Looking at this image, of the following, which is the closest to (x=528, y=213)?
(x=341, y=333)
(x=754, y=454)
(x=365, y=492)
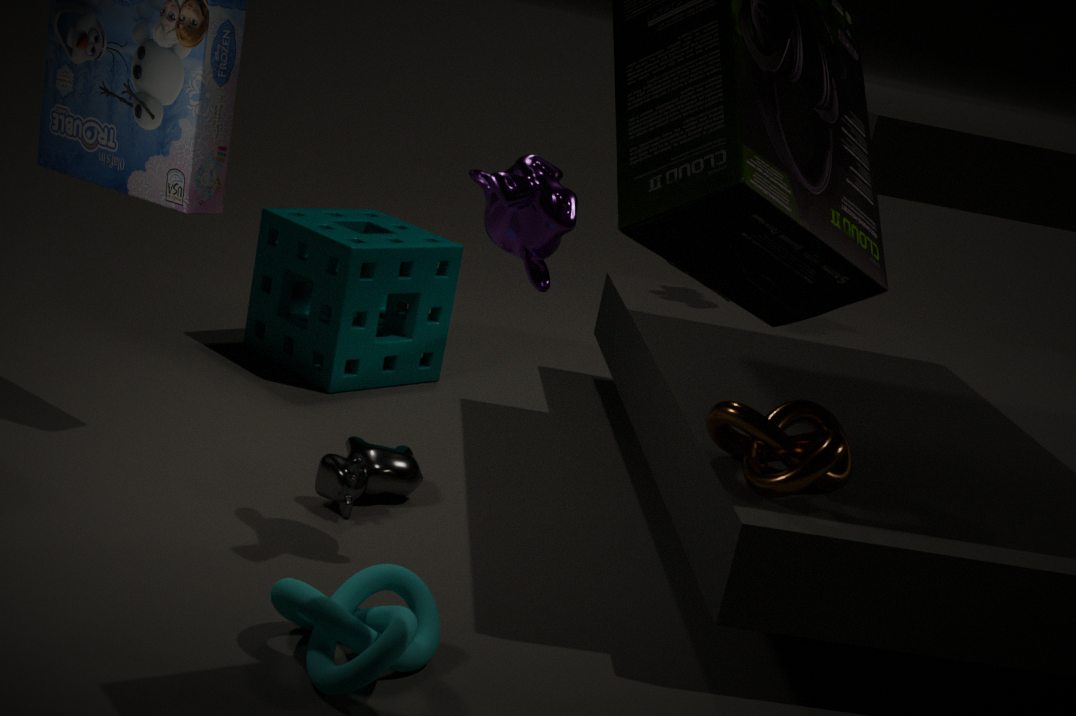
(x=754, y=454)
